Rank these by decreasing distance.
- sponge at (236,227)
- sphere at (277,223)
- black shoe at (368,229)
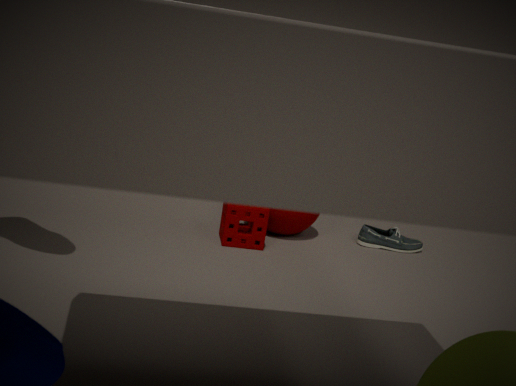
black shoe at (368,229), sphere at (277,223), sponge at (236,227)
